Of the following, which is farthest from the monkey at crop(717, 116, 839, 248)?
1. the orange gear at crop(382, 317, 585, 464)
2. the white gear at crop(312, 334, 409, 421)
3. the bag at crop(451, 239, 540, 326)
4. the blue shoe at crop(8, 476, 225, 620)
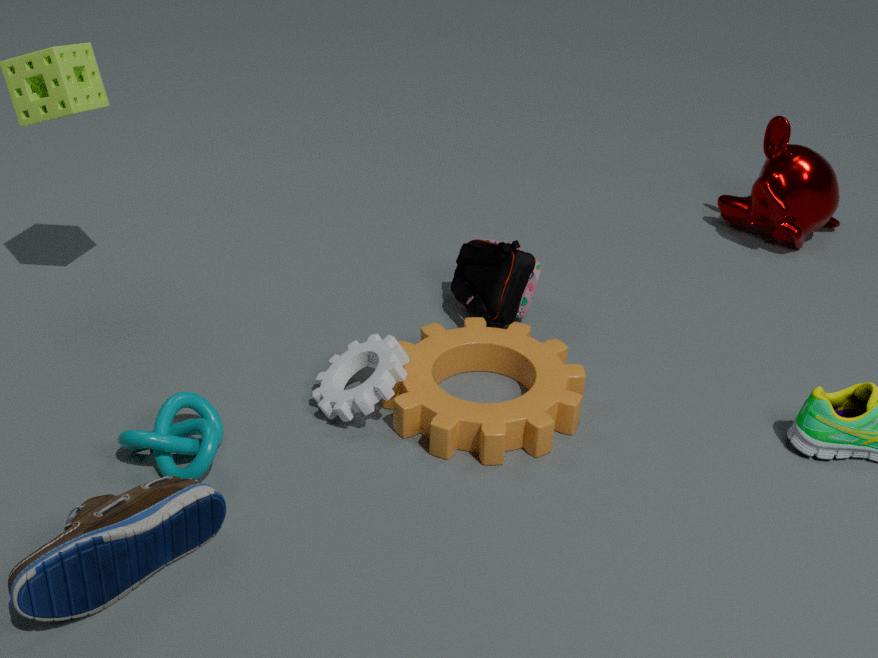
the blue shoe at crop(8, 476, 225, 620)
